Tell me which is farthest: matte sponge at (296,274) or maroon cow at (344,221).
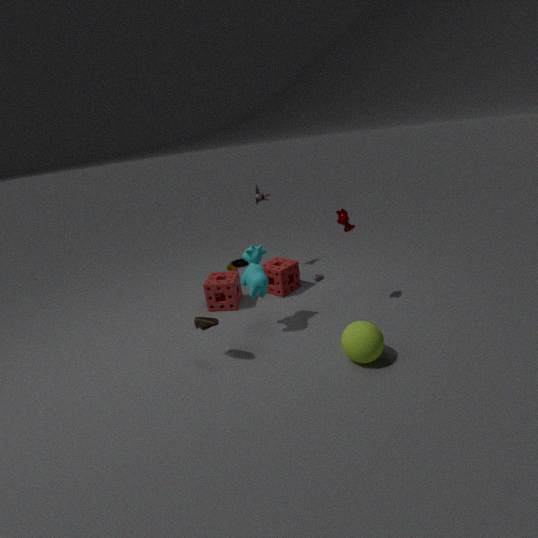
matte sponge at (296,274)
